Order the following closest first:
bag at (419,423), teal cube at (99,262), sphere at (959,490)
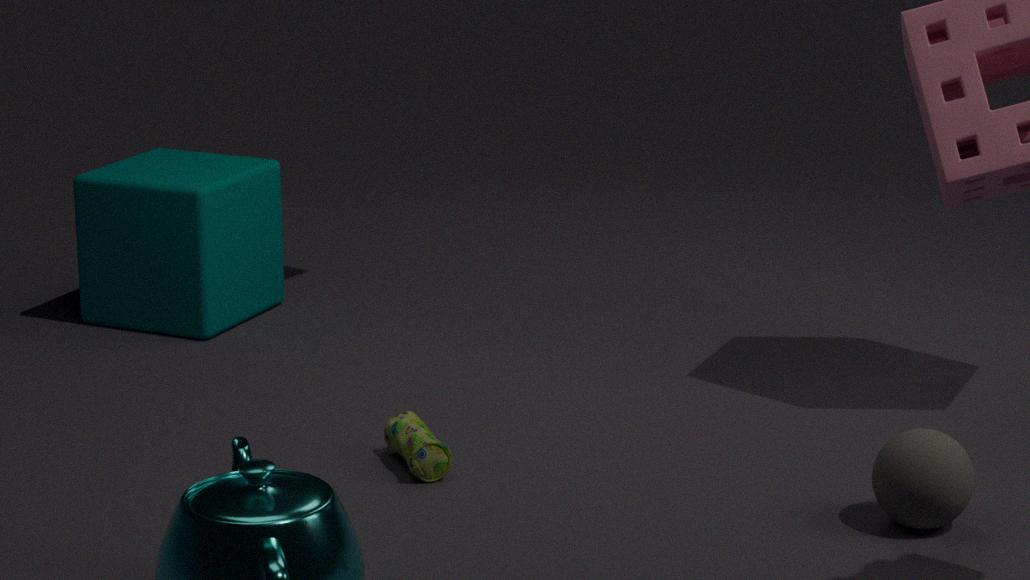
sphere at (959,490)
bag at (419,423)
teal cube at (99,262)
